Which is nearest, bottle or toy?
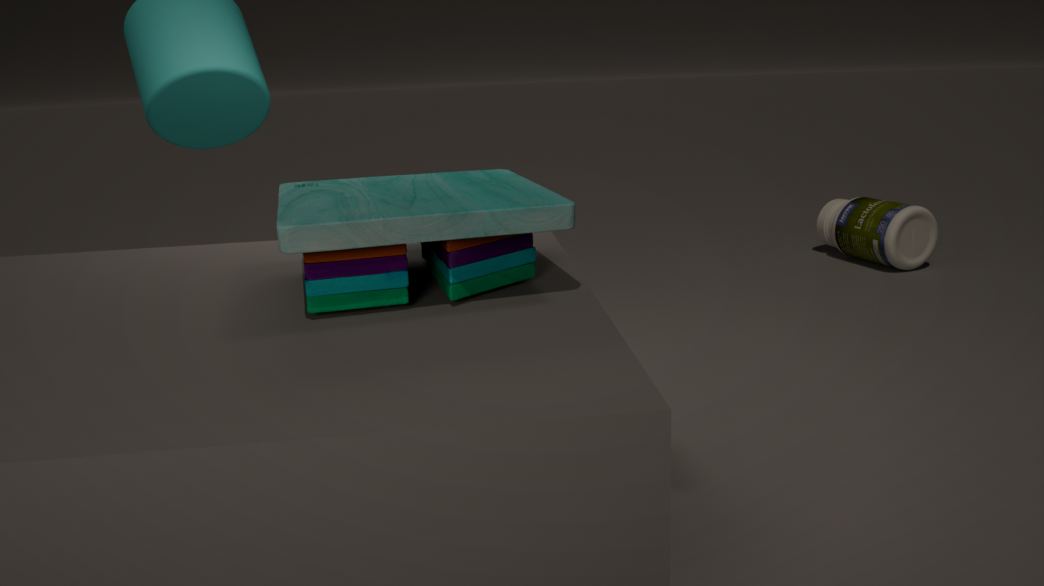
toy
